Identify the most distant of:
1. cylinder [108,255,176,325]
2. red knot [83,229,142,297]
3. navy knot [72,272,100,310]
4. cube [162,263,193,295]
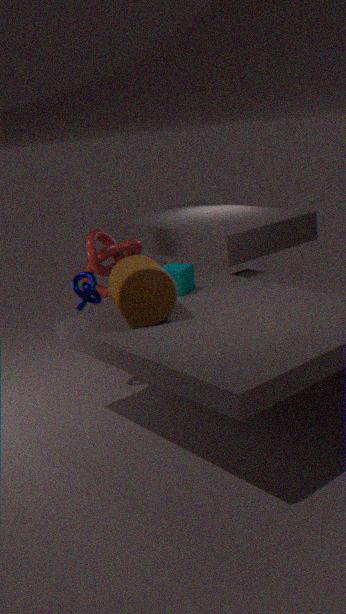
red knot [83,229,142,297]
